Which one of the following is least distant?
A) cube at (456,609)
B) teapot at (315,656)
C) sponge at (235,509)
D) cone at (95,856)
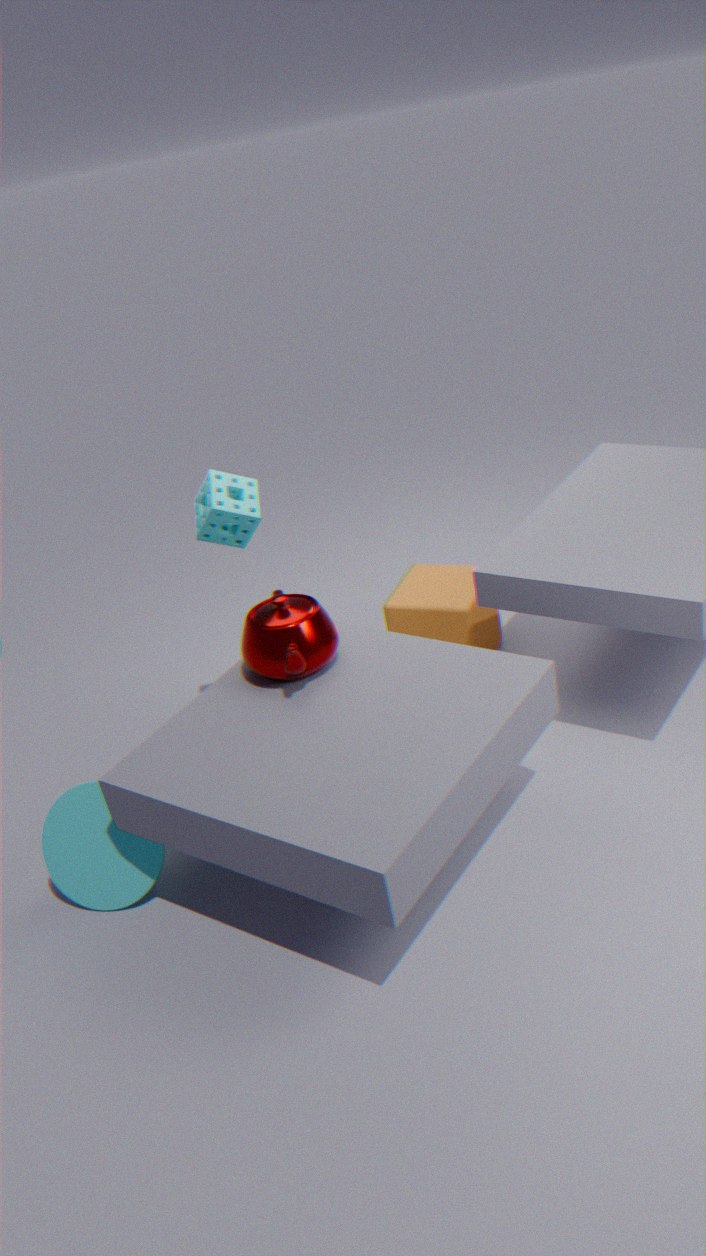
teapot at (315,656)
